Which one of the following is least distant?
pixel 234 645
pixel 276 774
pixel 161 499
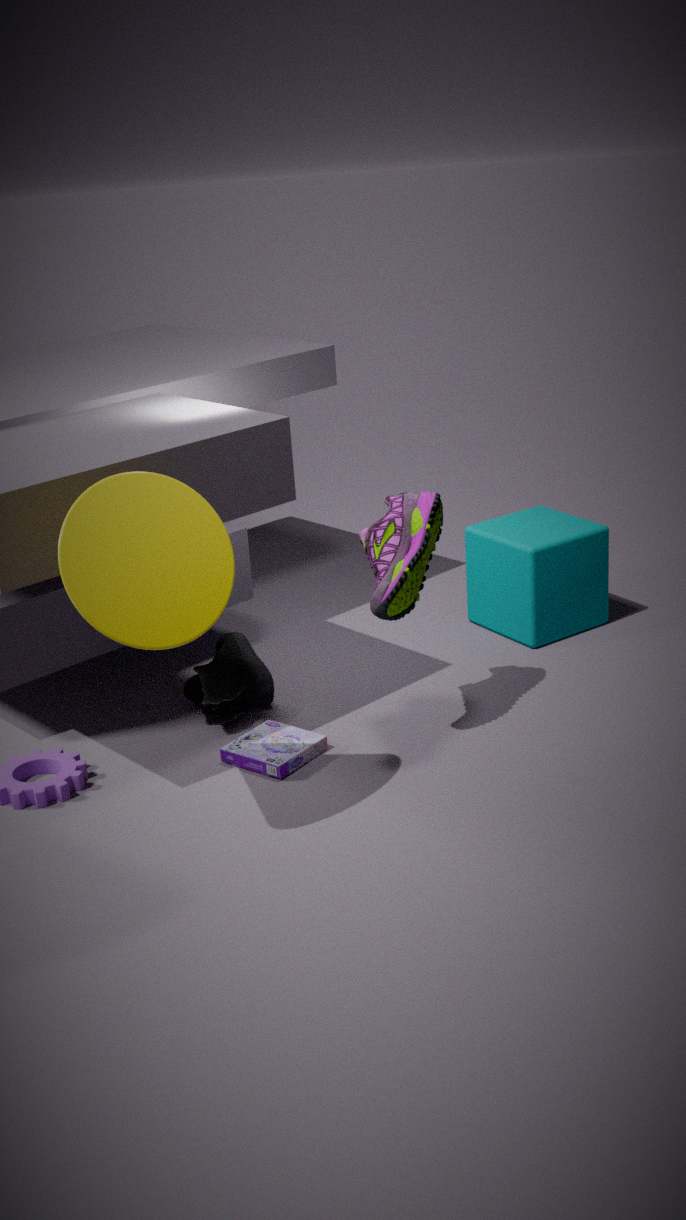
pixel 161 499
